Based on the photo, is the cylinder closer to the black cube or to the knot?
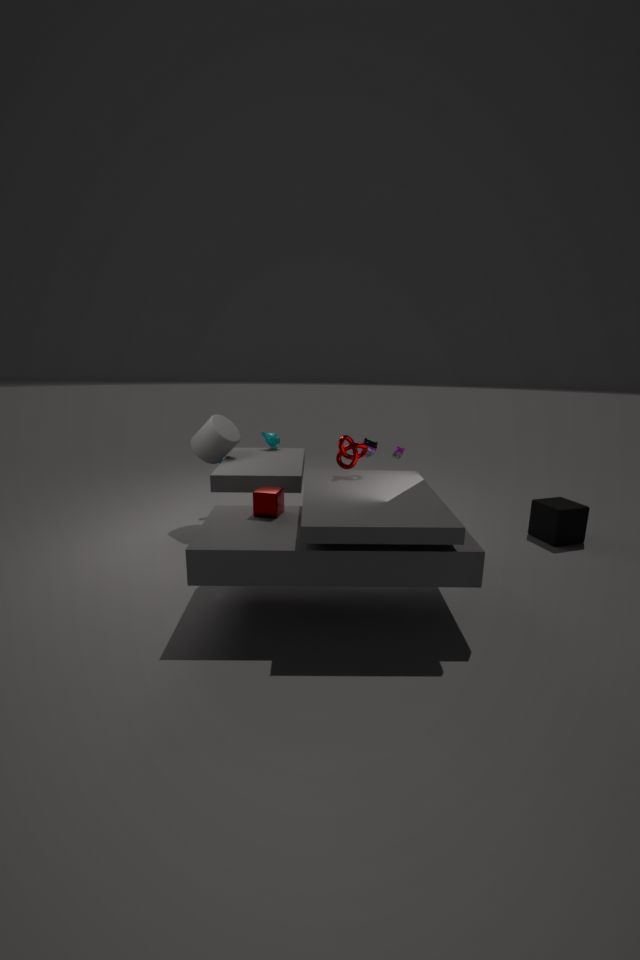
the knot
